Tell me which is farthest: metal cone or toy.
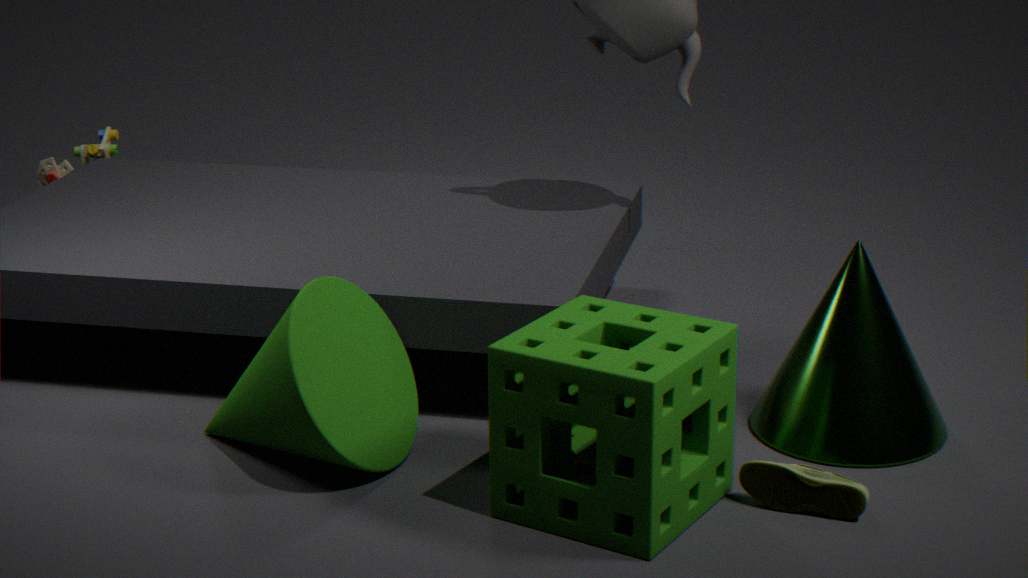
toy
